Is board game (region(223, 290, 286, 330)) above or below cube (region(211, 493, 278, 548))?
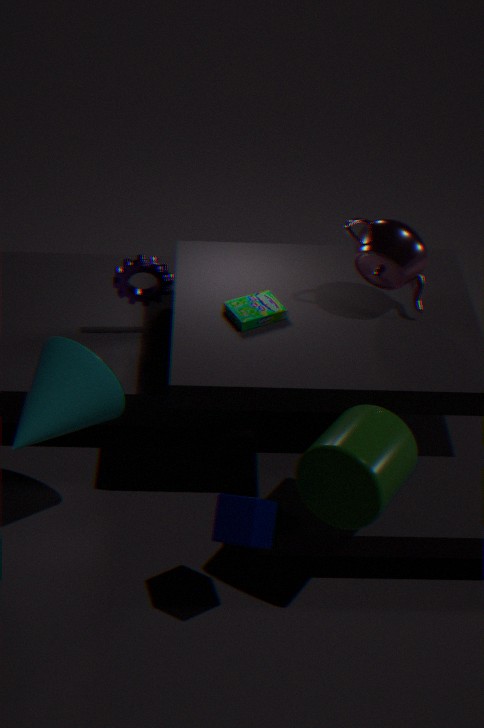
above
